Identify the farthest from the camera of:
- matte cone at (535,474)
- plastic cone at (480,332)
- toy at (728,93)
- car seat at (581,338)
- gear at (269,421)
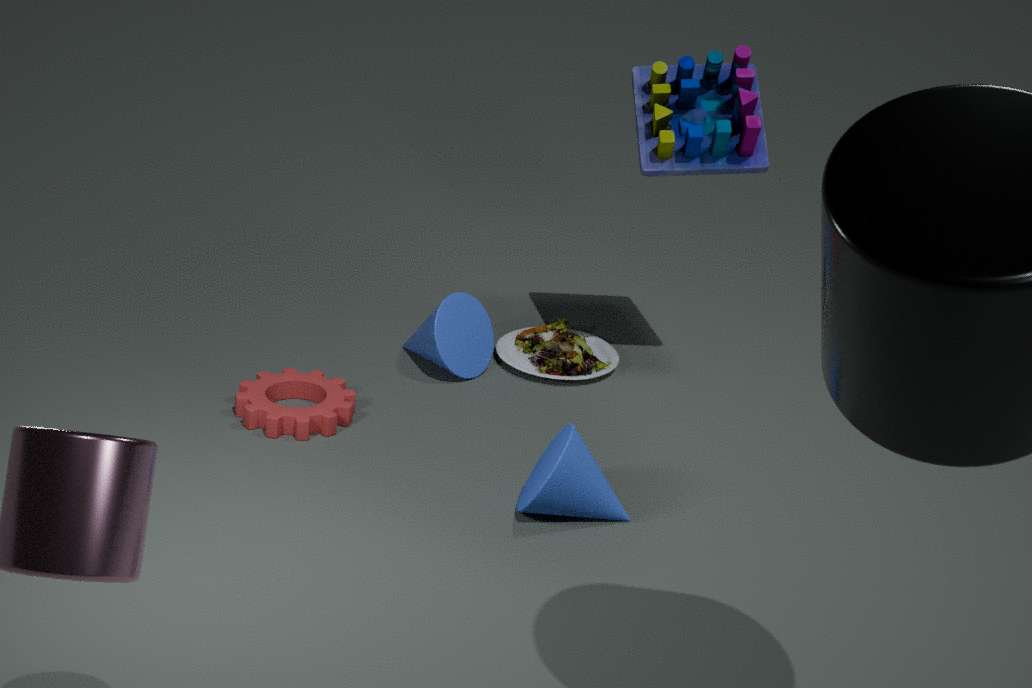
car seat at (581,338)
